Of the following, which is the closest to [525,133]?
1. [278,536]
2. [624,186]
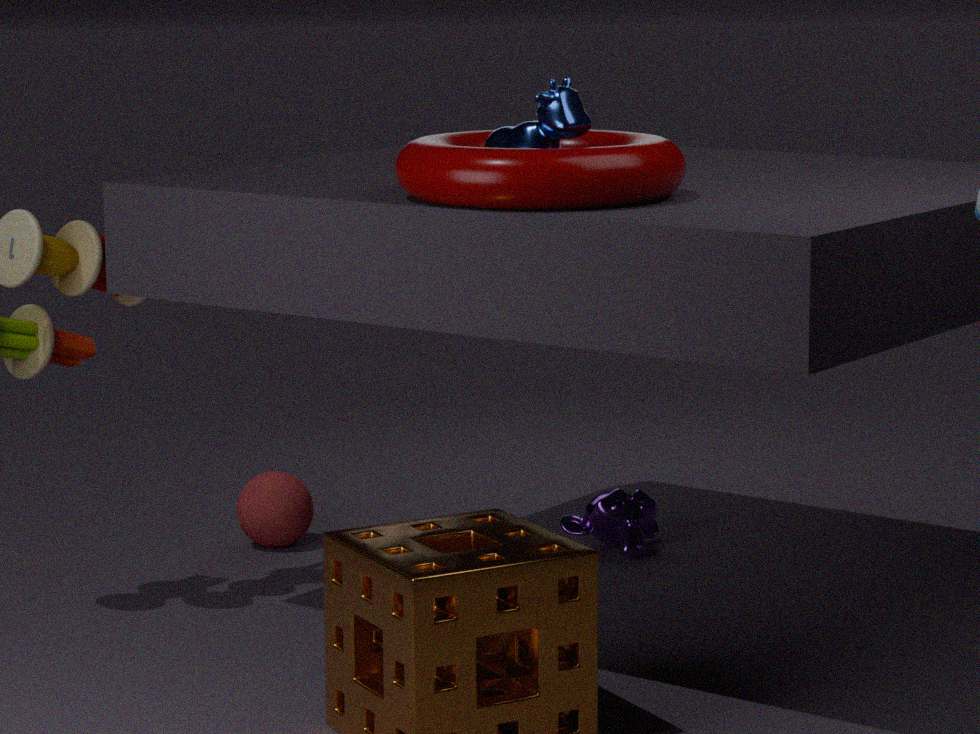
[624,186]
